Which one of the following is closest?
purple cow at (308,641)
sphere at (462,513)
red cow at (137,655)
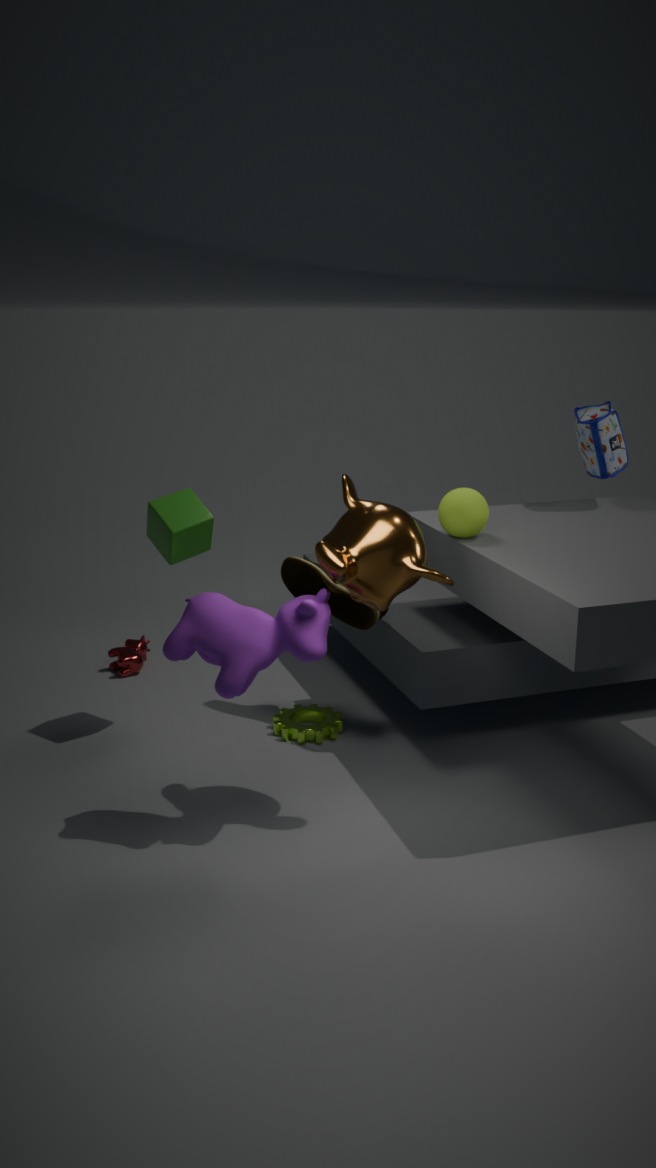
purple cow at (308,641)
